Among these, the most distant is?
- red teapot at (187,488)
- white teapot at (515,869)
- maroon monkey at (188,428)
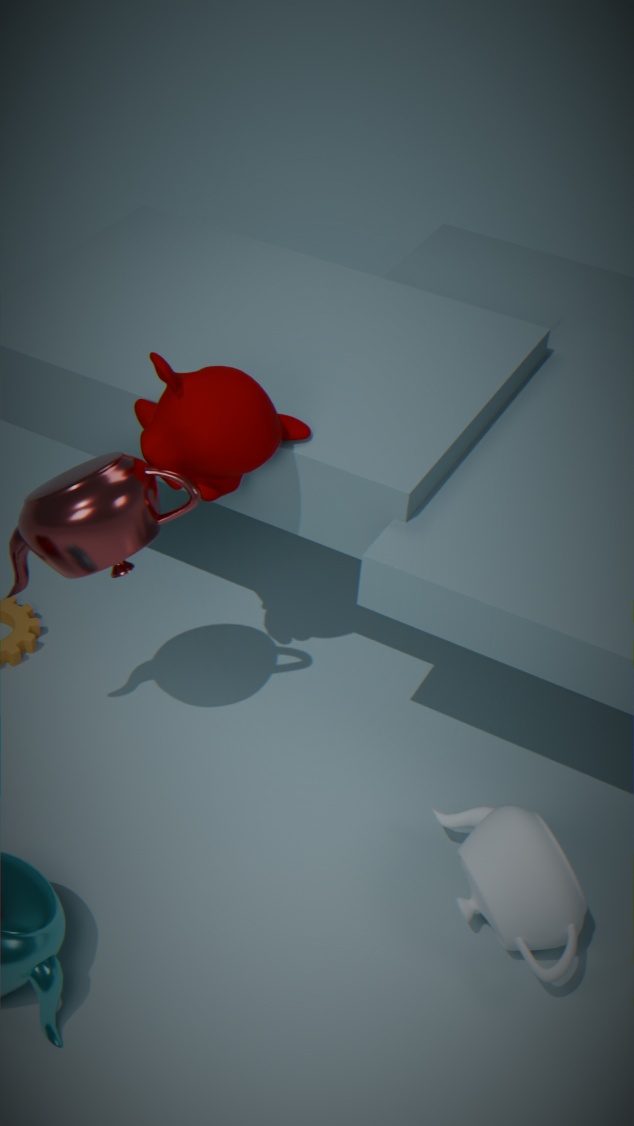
maroon monkey at (188,428)
